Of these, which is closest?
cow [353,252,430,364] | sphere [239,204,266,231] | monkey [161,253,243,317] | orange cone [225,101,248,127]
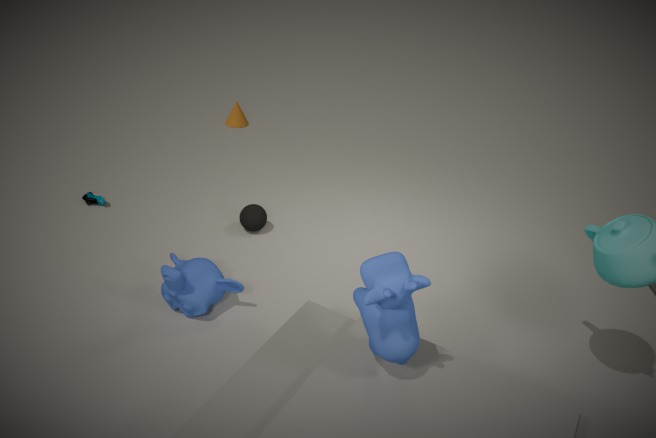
cow [353,252,430,364]
